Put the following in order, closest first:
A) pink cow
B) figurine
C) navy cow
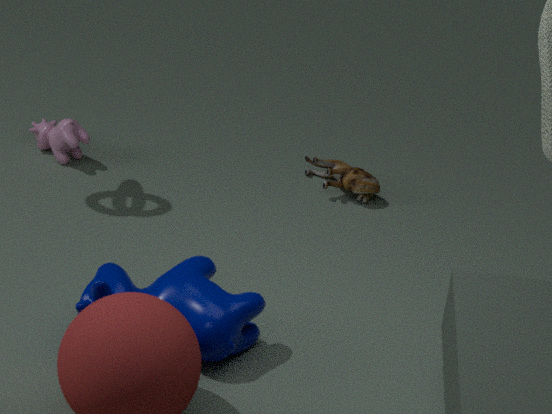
navy cow < figurine < pink cow
